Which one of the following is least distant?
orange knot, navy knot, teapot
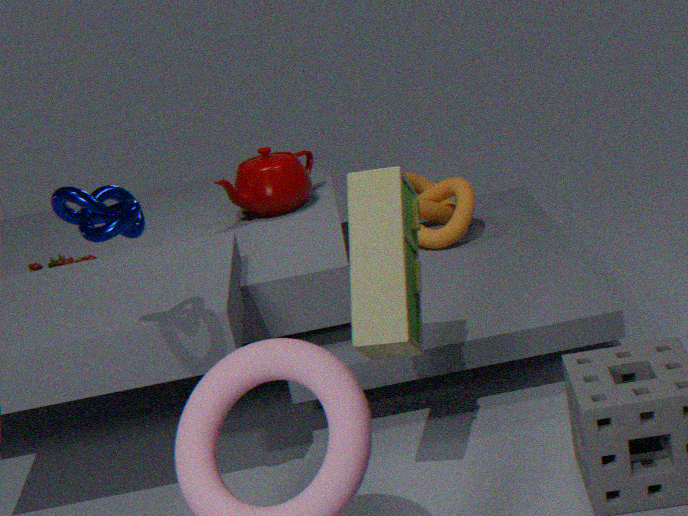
navy knot
